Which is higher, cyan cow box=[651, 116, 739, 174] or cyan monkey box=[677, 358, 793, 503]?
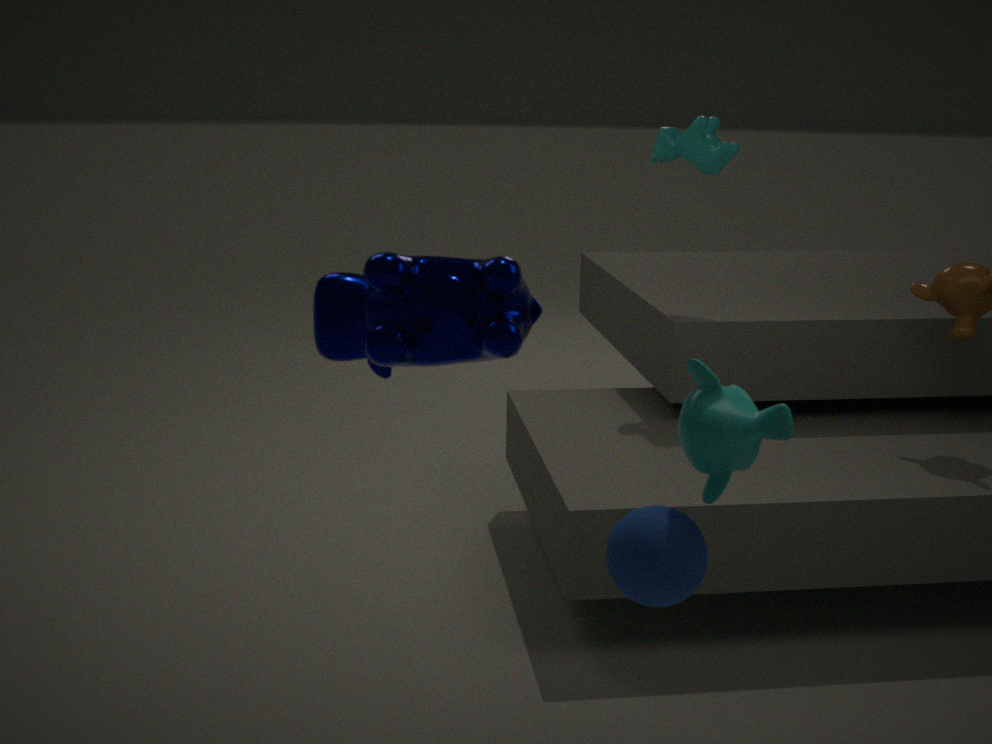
cyan cow box=[651, 116, 739, 174]
